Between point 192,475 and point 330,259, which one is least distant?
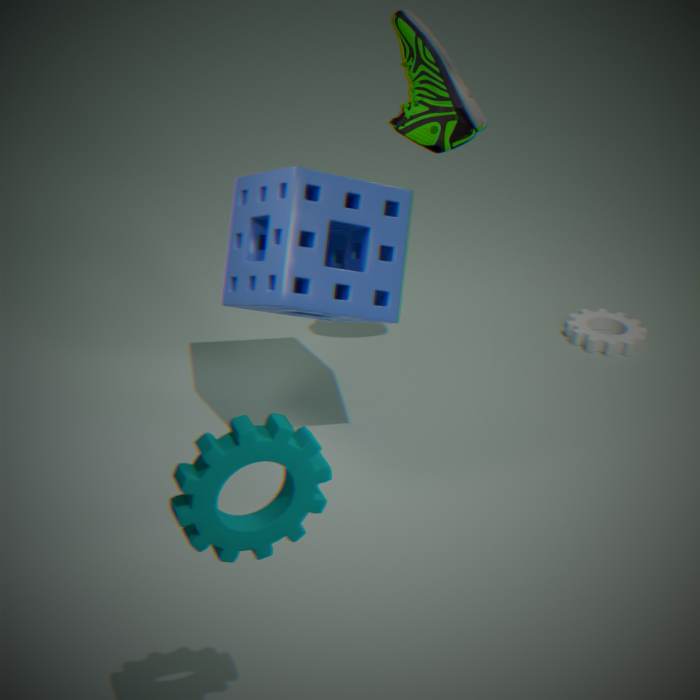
point 192,475
